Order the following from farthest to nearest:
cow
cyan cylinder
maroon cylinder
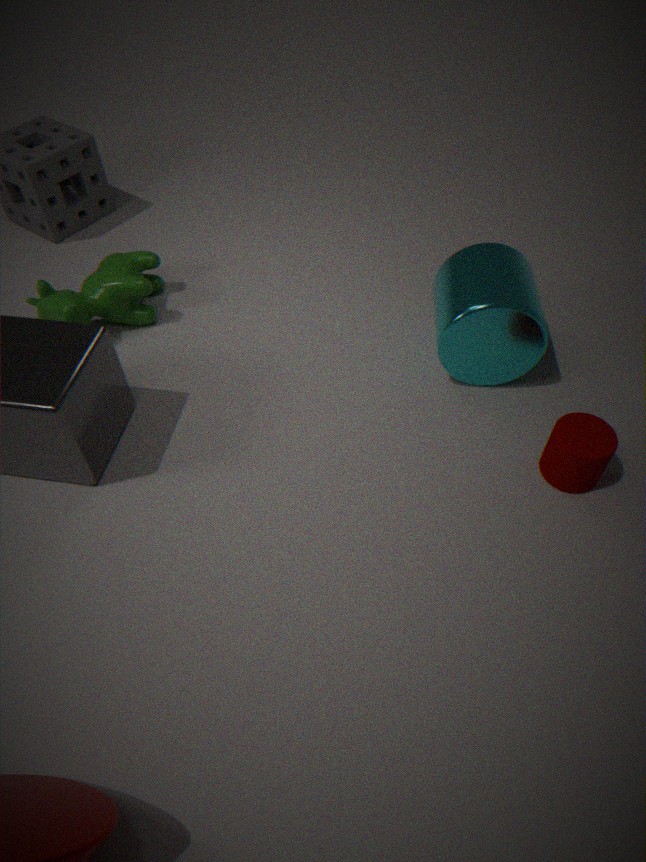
cow → cyan cylinder → maroon cylinder
